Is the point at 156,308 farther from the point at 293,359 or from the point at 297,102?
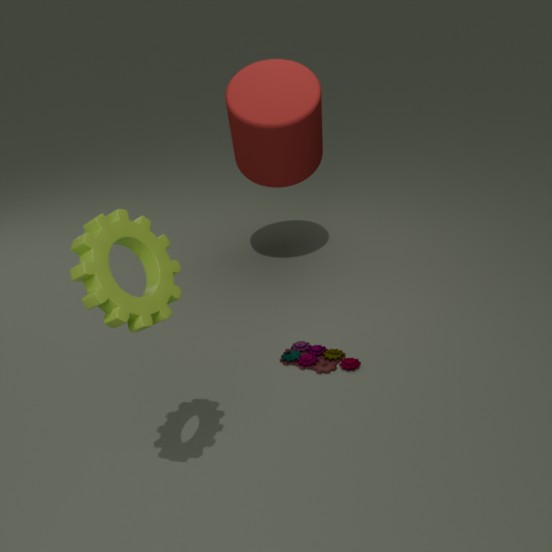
the point at 297,102
